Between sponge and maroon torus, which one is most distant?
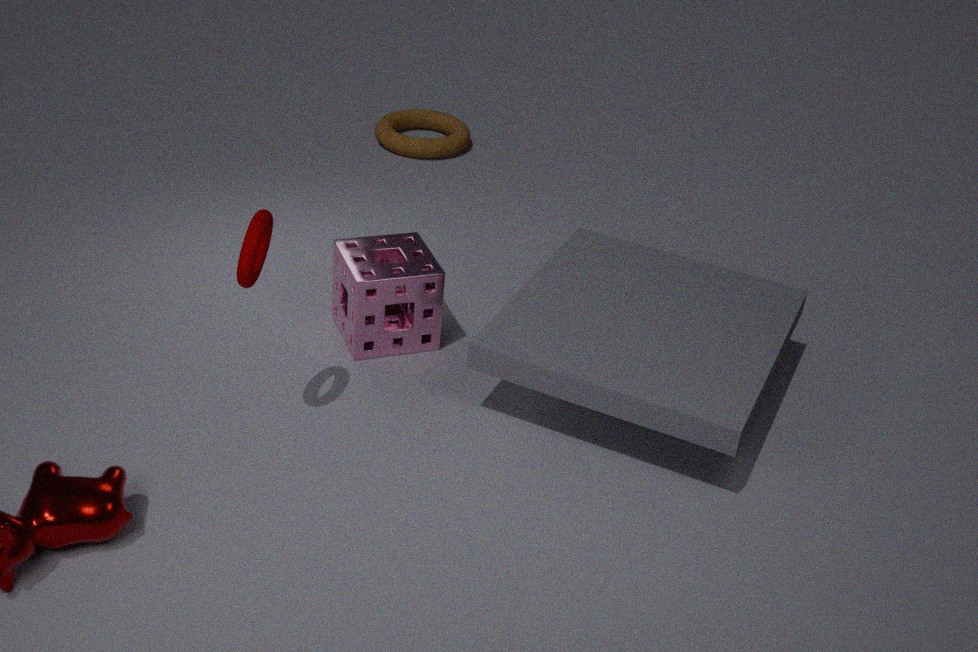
sponge
